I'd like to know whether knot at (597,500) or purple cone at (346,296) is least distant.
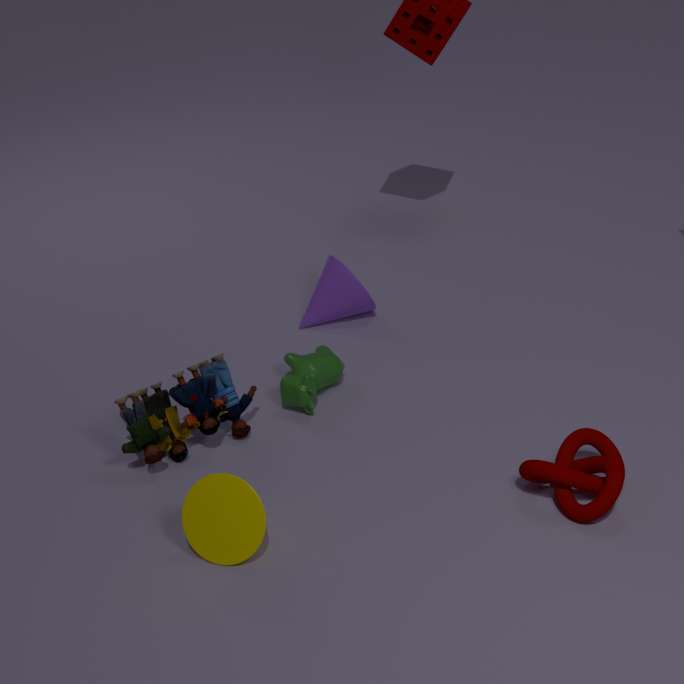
knot at (597,500)
